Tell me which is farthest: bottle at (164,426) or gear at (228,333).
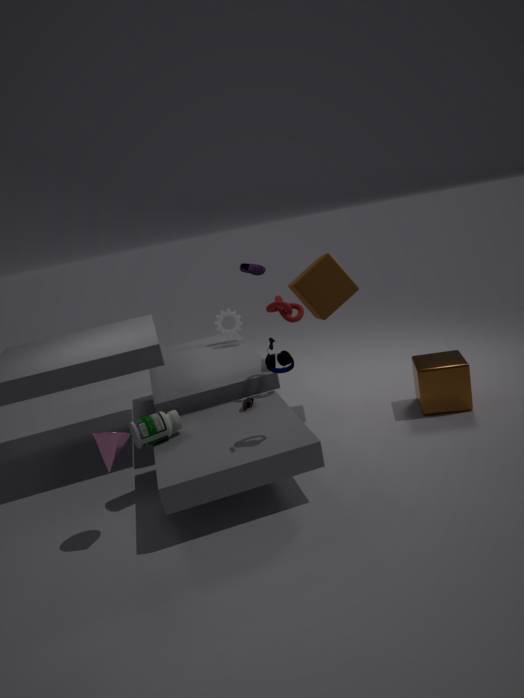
gear at (228,333)
